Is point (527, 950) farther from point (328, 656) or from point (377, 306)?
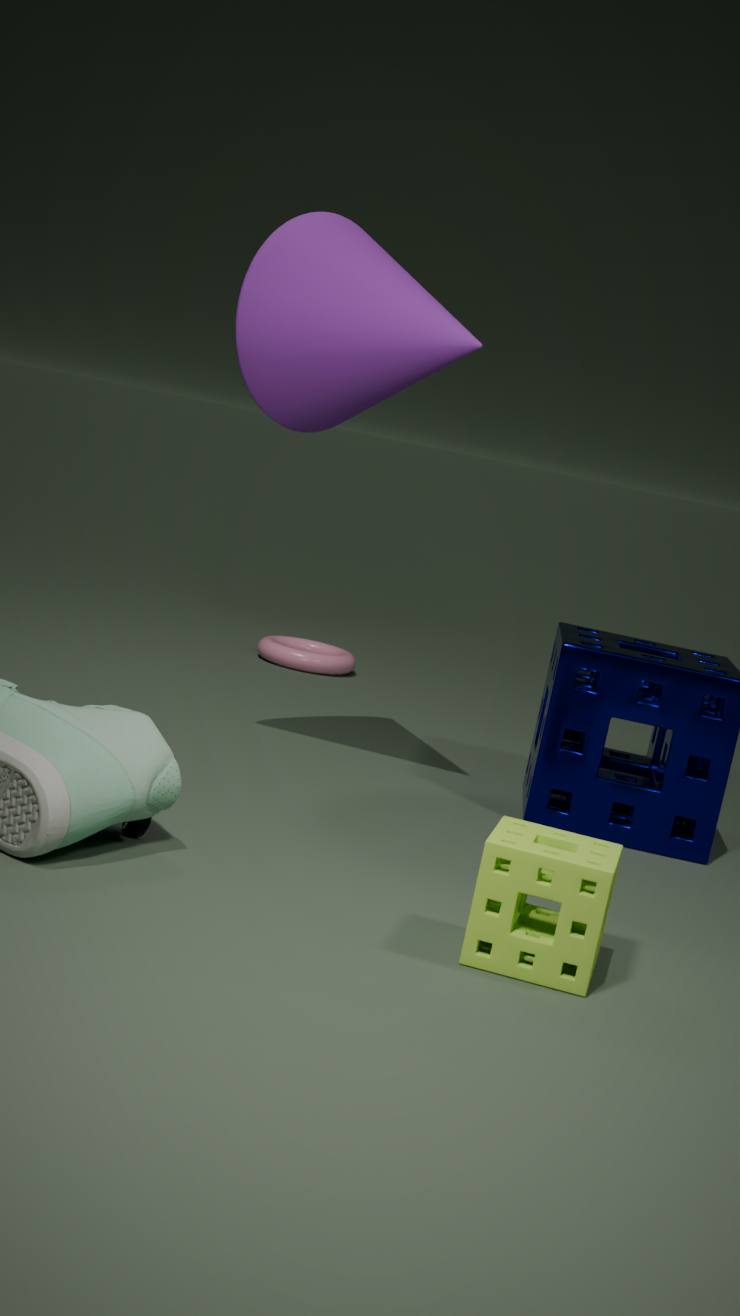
point (328, 656)
